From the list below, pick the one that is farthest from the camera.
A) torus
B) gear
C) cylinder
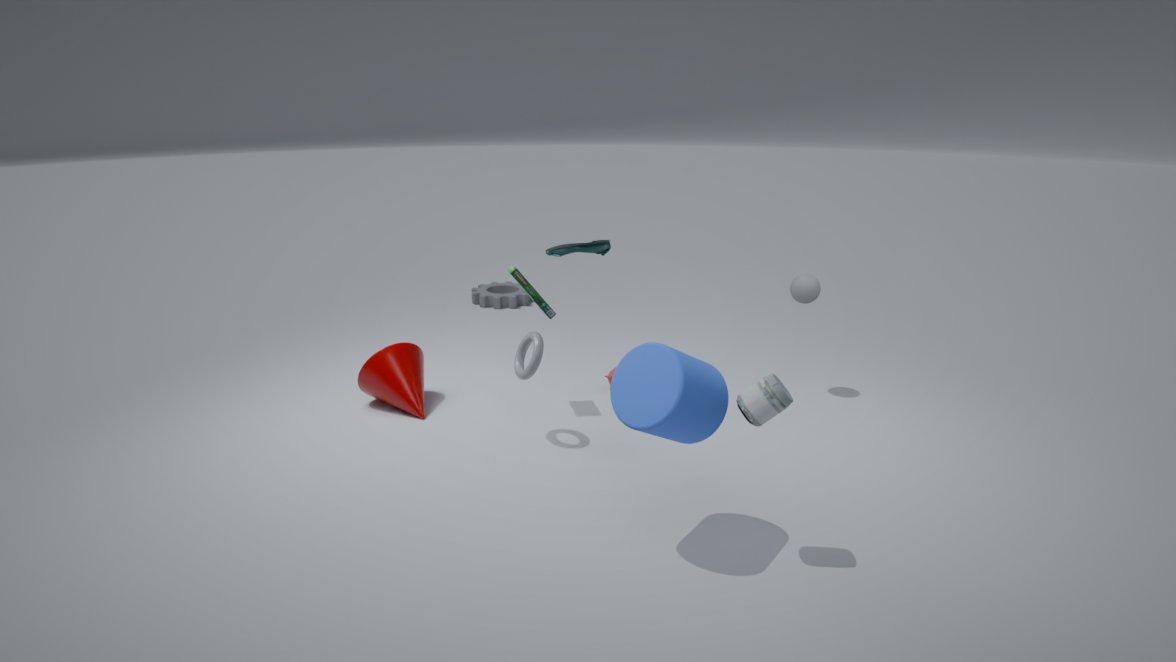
gear
